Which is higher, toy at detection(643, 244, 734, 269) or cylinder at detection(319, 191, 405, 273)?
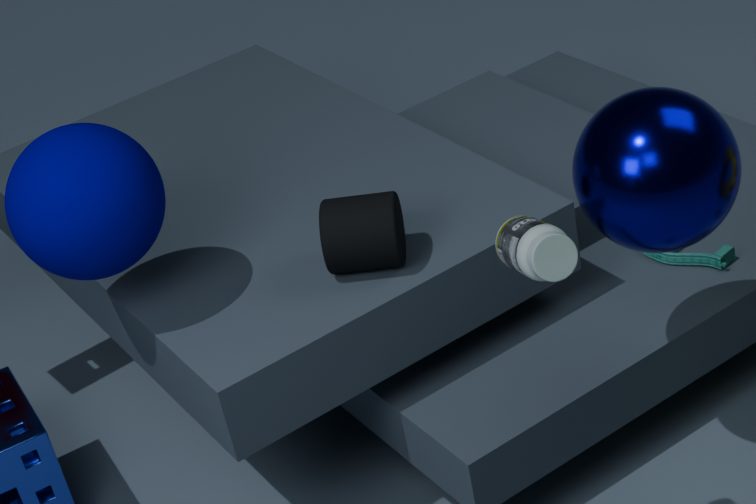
cylinder at detection(319, 191, 405, 273)
